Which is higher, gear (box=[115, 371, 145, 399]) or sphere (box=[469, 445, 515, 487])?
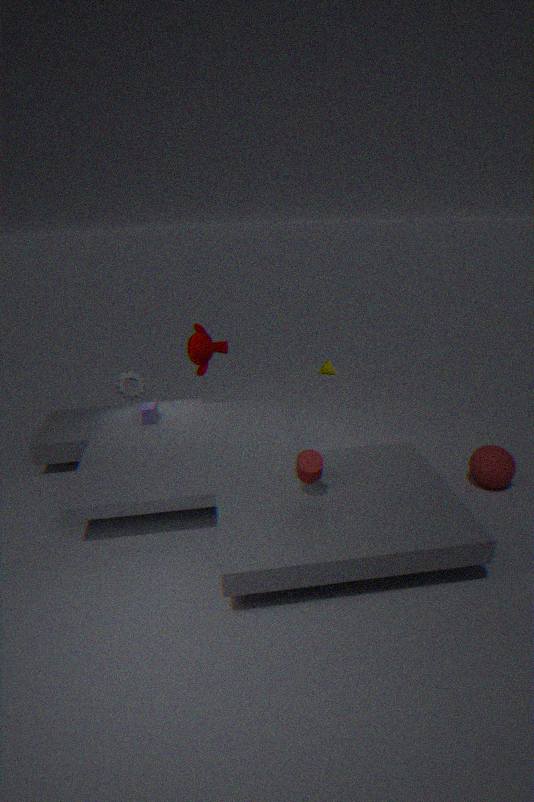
gear (box=[115, 371, 145, 399])
